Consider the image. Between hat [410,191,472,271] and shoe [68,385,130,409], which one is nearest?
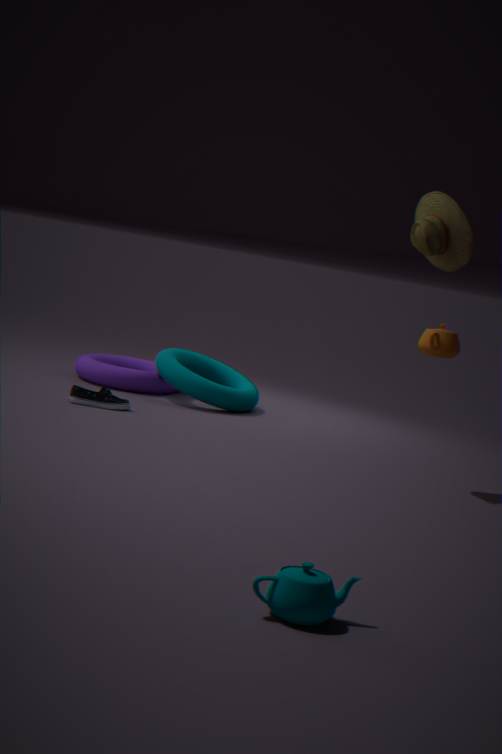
hat [410,191,472,271]
